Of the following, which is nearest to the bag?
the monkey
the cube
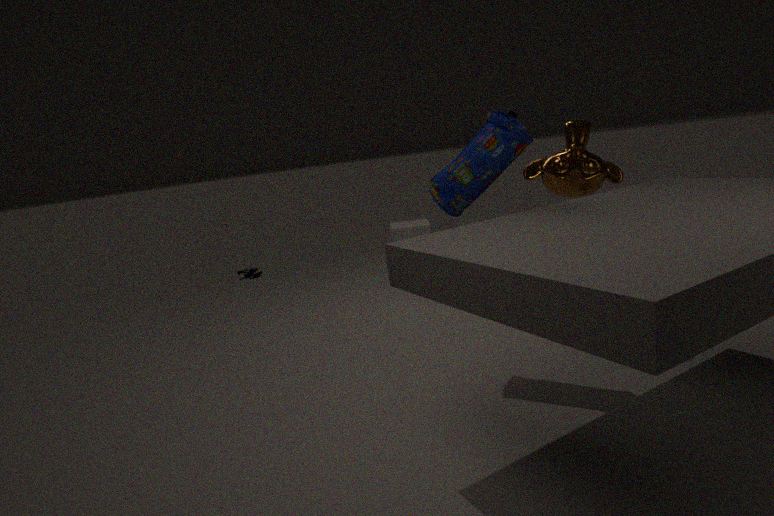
the monkey
